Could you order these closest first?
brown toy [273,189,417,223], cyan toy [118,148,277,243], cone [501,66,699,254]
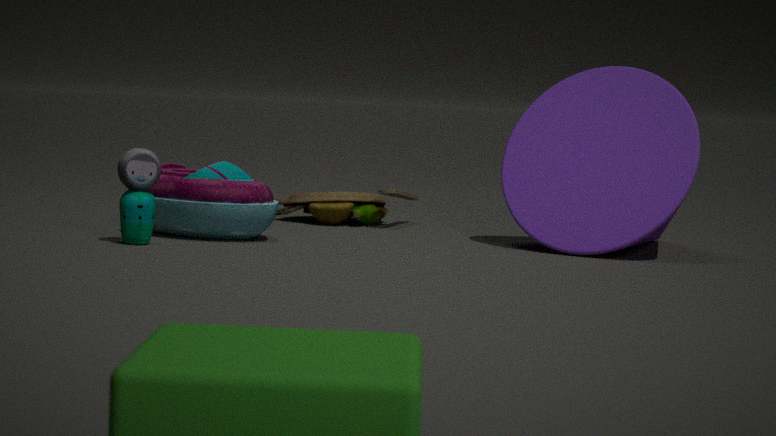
1. cyan toy [118,148,277,243]
2. cone [501,66,699,254]
3. brown toy [273,189,417,223]
